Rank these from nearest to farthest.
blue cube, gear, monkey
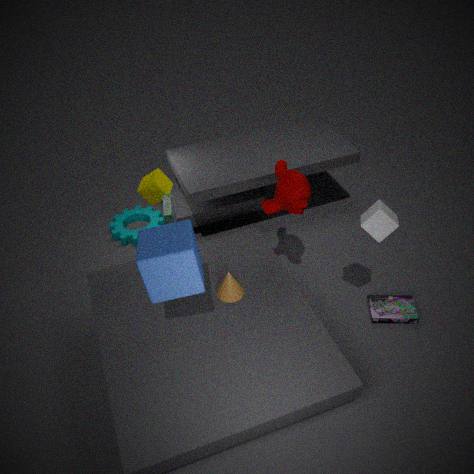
blue cube < monkey < gear
